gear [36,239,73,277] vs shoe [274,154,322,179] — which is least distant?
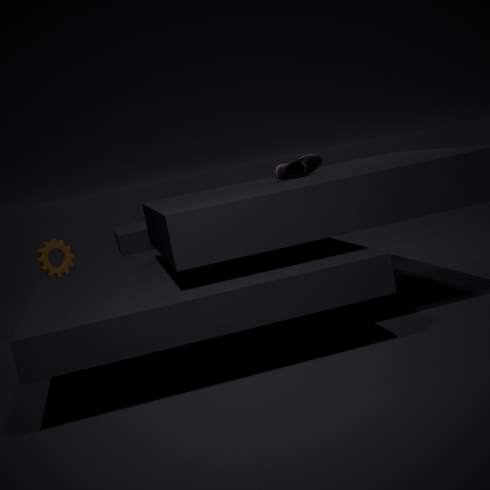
shoe [274,154,322,179]
